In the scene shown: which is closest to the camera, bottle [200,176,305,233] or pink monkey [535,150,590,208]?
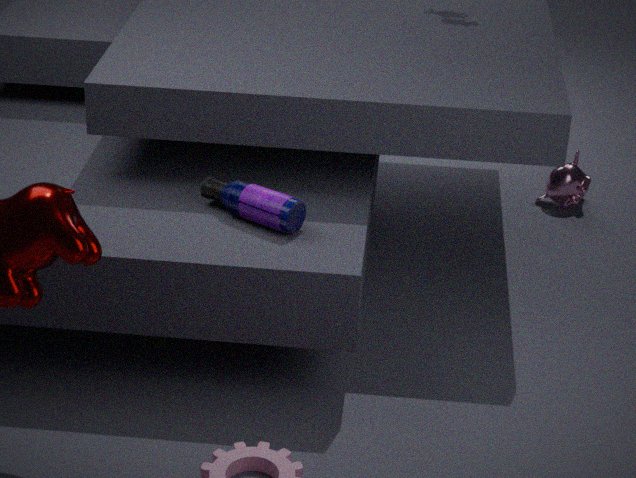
bottle [200,176,305,233]
